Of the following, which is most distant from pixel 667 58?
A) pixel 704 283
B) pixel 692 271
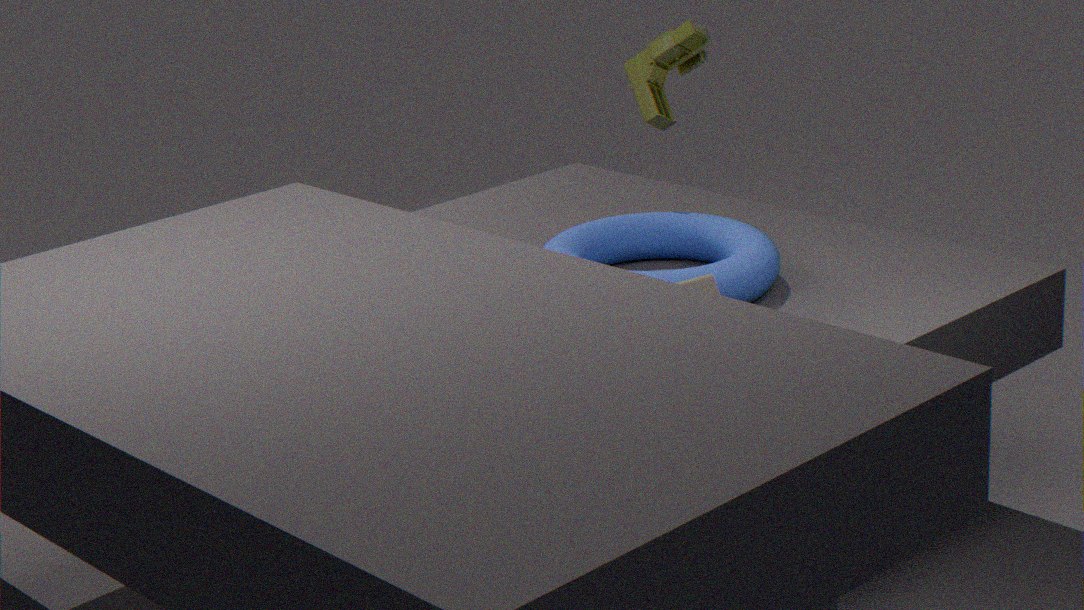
pixel 704 283
